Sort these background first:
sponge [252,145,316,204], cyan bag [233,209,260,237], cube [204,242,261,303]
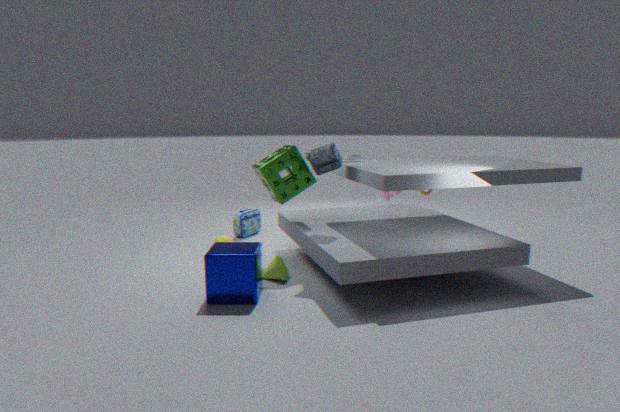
cyan bag [233,209,260,237] < sponge [252,145,316,204] < cube [204,242,261,303]
